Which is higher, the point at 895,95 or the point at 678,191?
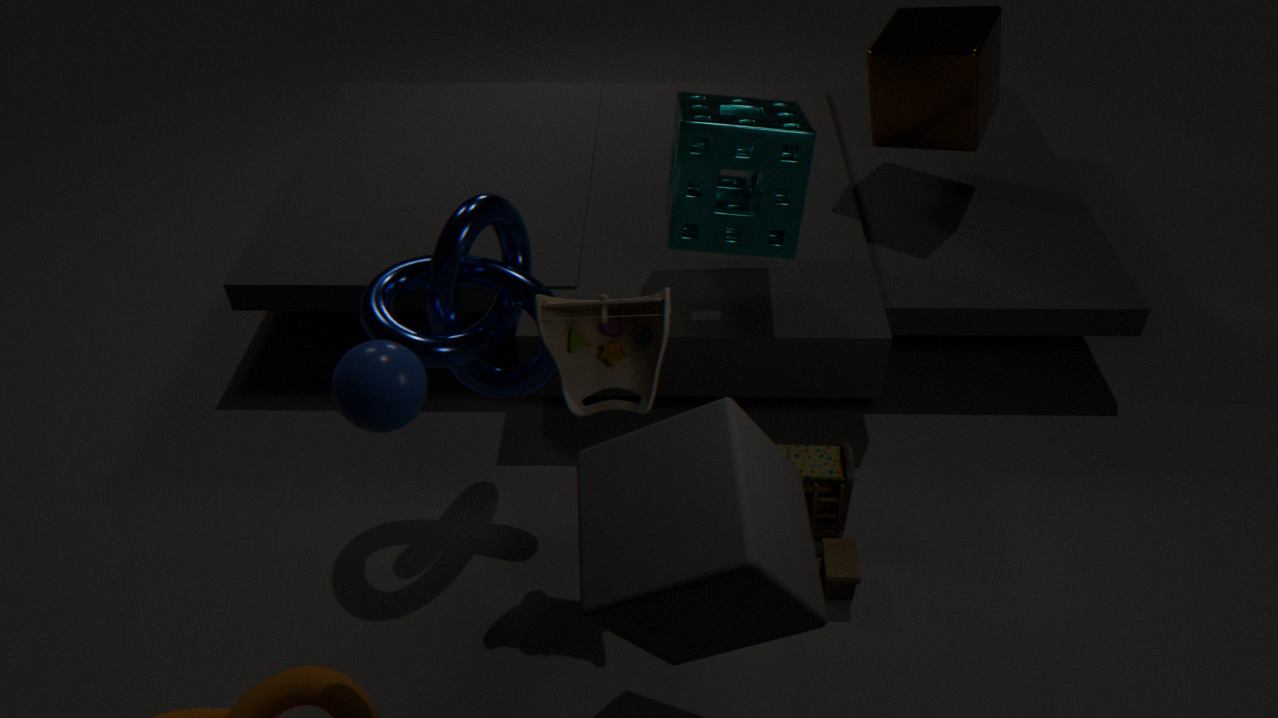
the point at 678,191
